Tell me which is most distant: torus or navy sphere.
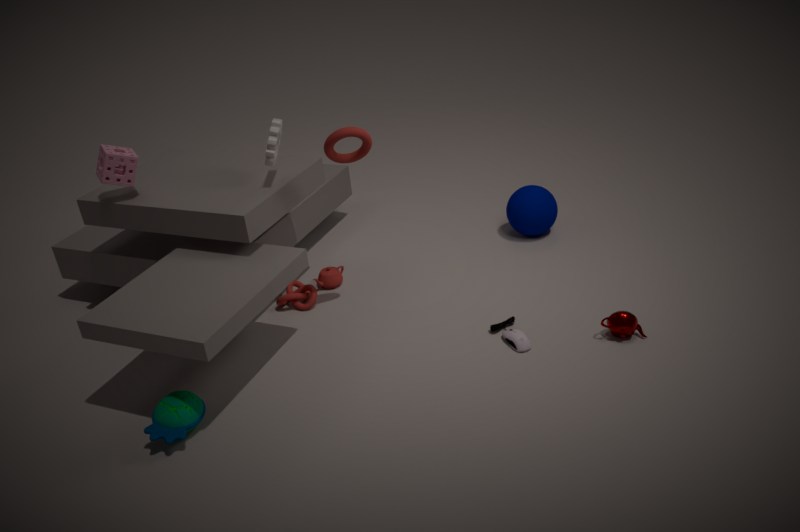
navy sphere
